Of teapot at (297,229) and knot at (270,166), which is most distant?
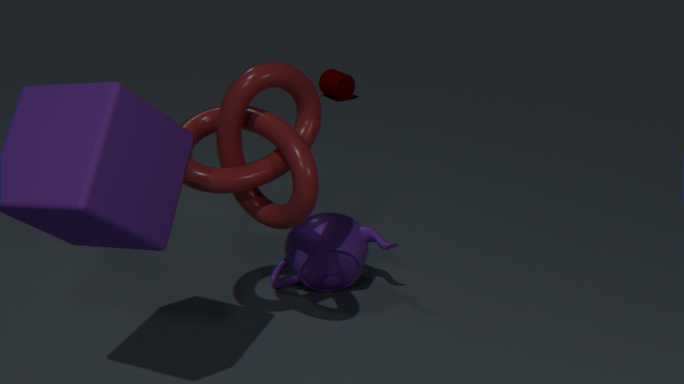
teapot at (297,229)
